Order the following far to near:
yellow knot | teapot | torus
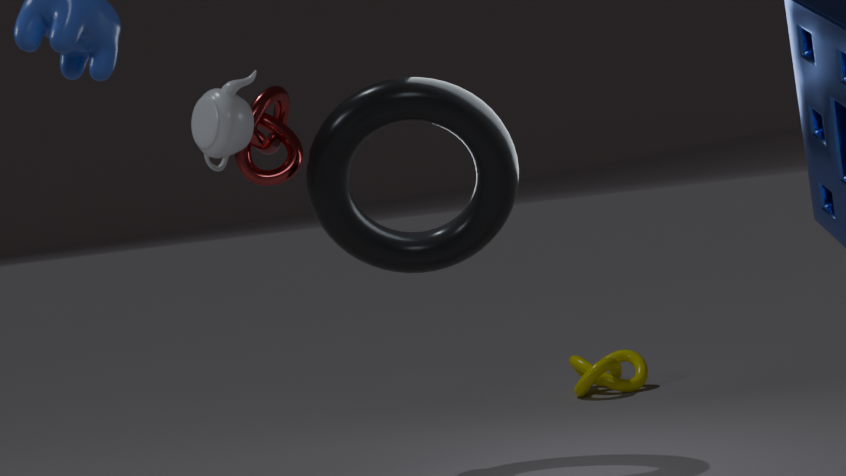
yellow knot < torus < teapot
